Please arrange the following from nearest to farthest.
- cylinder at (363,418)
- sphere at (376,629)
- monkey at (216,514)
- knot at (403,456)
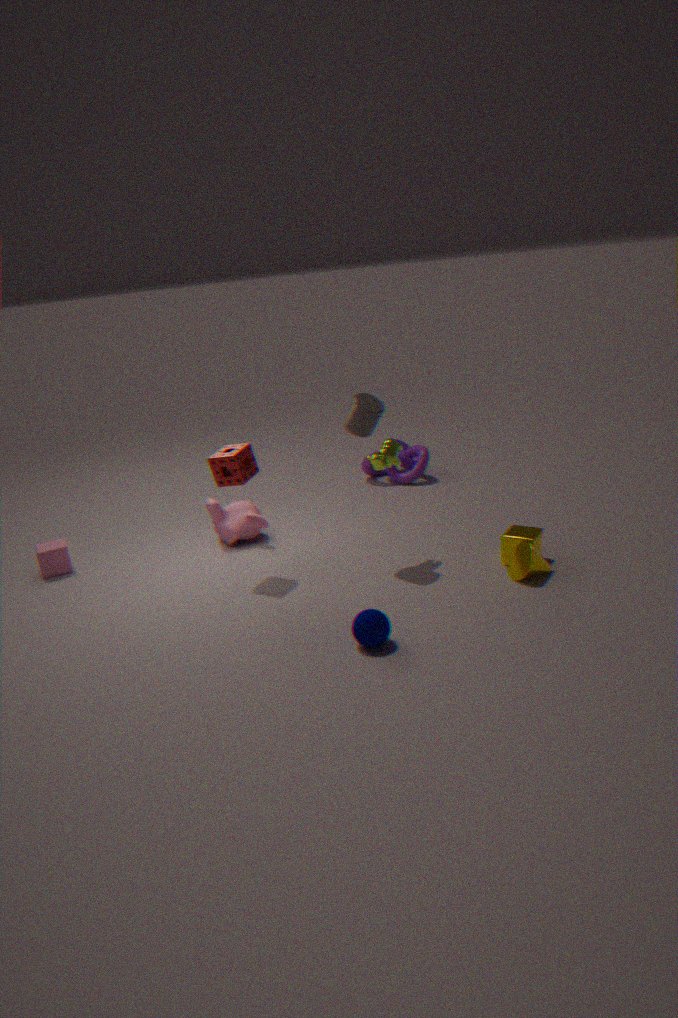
sphere at (376,629) < cylinder at (363,418) < monkey at (216,514) < knot at (403,456)
